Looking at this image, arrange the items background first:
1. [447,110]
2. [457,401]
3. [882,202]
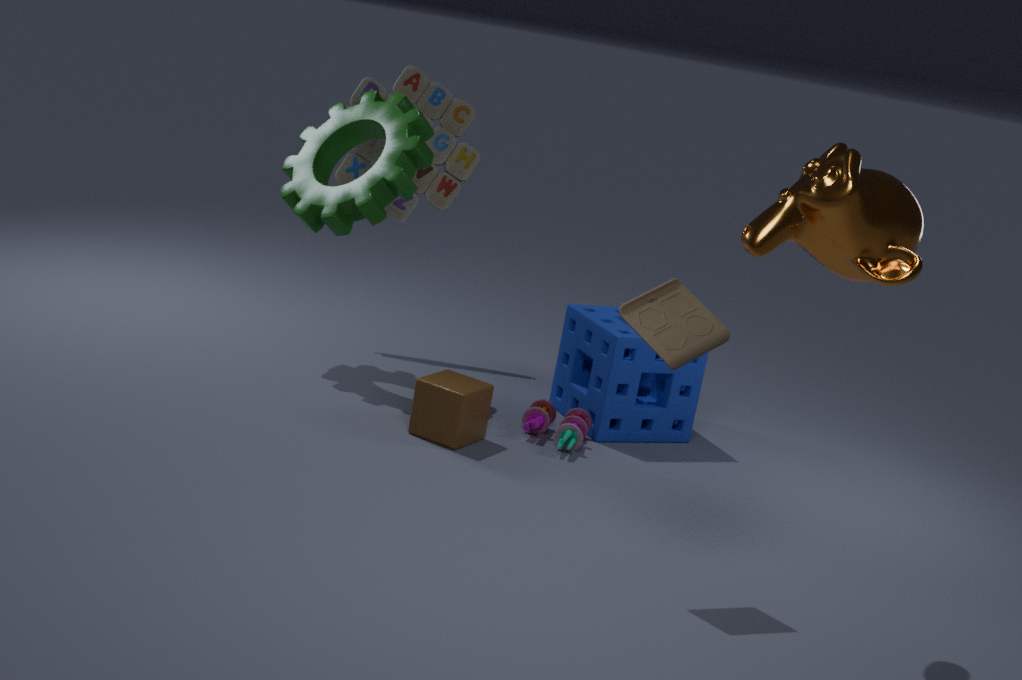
[447,110] < [457,401] < [882,202]
